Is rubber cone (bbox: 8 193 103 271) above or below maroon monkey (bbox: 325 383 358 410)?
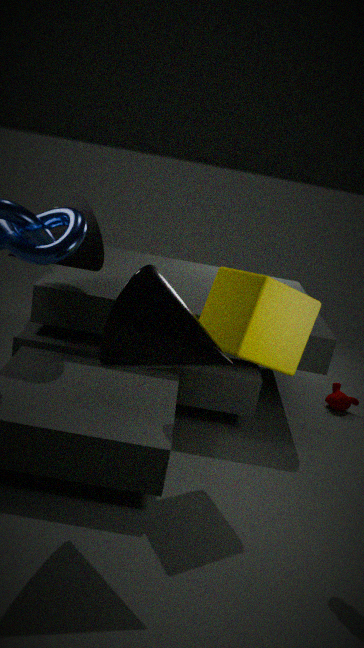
above
